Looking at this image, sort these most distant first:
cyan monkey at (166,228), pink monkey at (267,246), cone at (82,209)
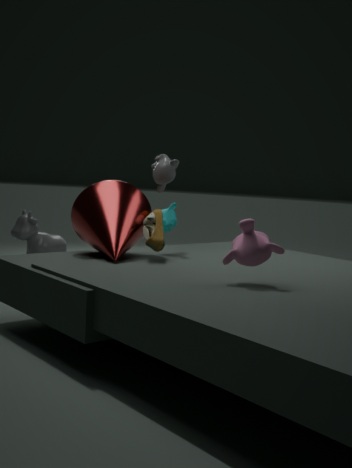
1. cyan monkey at (166,228)
2. cone at (82,209)
3. pink monkey at (267,246)
